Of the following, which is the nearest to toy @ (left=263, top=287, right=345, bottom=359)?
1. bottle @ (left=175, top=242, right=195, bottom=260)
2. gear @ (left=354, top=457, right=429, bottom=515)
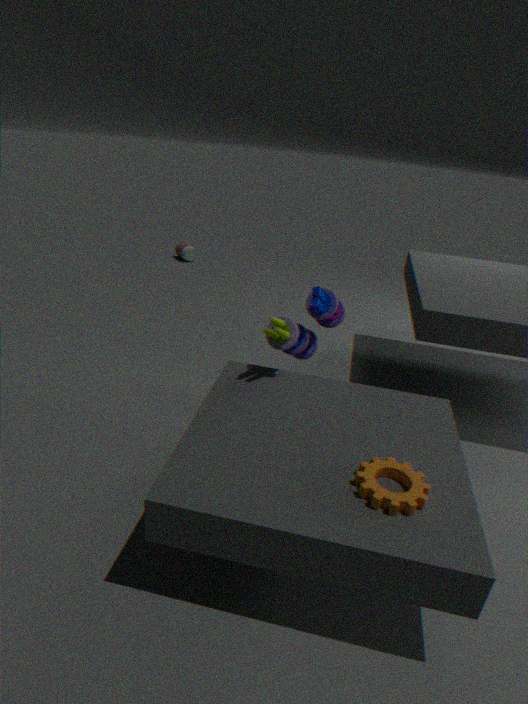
gear @ (left=354, top=457, right=429, bottom=515)
